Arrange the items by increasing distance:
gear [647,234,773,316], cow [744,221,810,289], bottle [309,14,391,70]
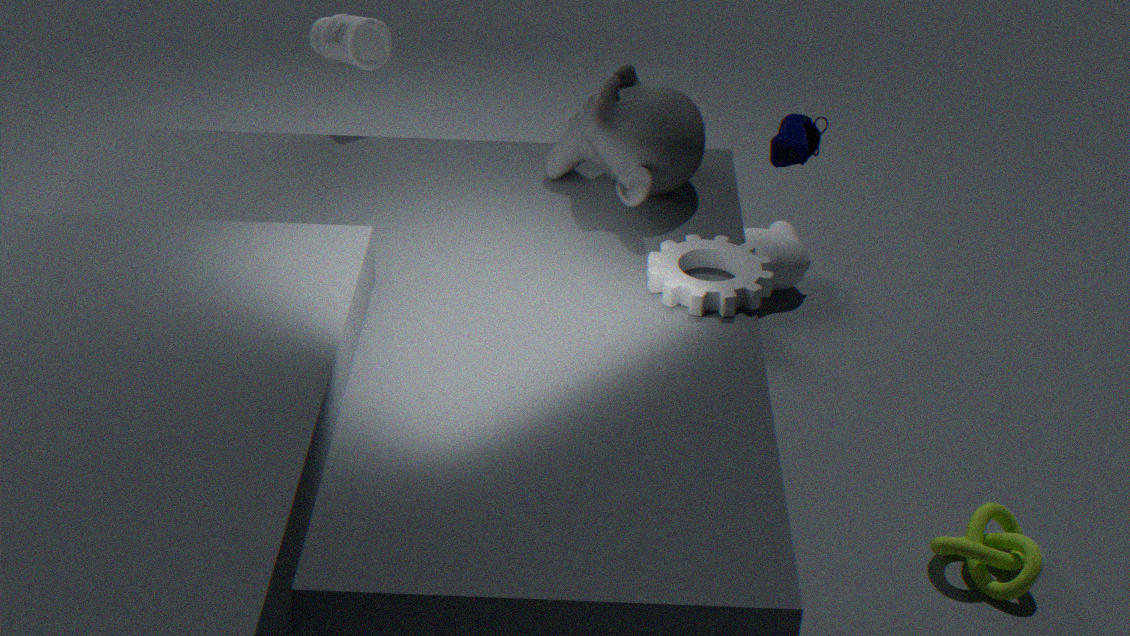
gear [647,234,773,316], bottle [309,14,391,70], cow [744,221,810,289]
